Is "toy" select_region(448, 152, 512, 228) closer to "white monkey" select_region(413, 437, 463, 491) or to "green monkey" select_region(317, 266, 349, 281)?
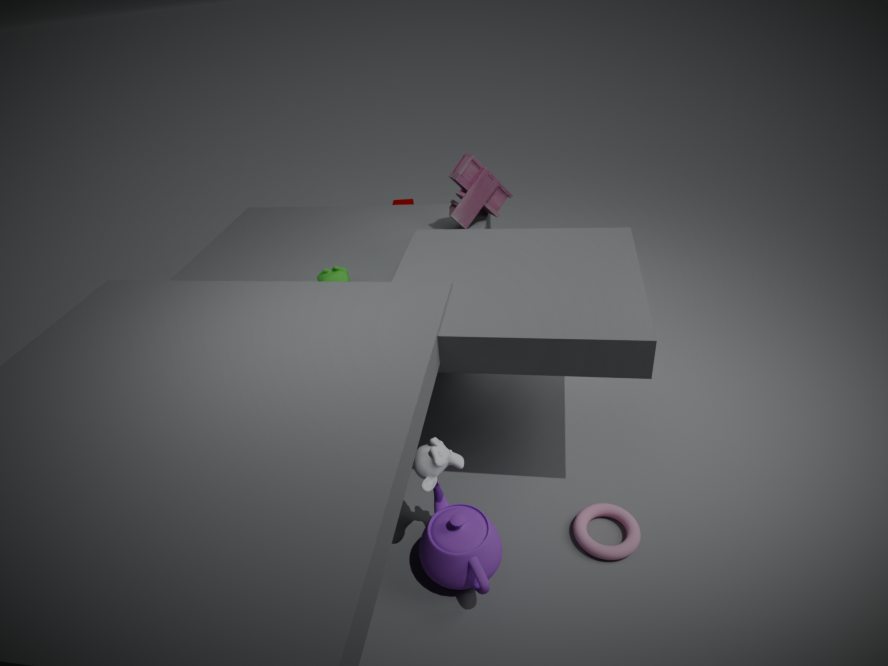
"green monkey" select_region(317, 266, 349, 281)
